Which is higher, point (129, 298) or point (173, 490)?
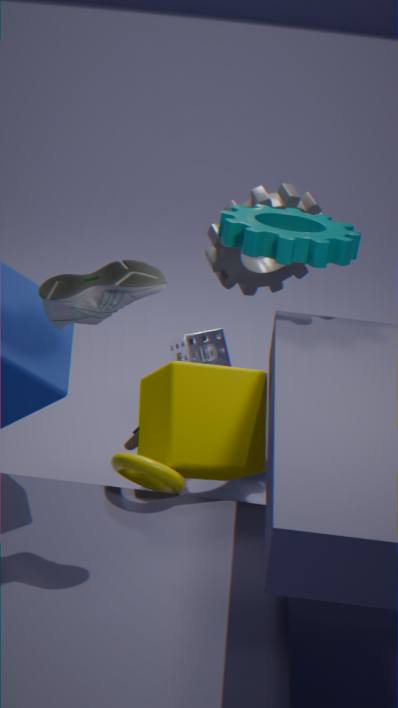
point (129, 298)
